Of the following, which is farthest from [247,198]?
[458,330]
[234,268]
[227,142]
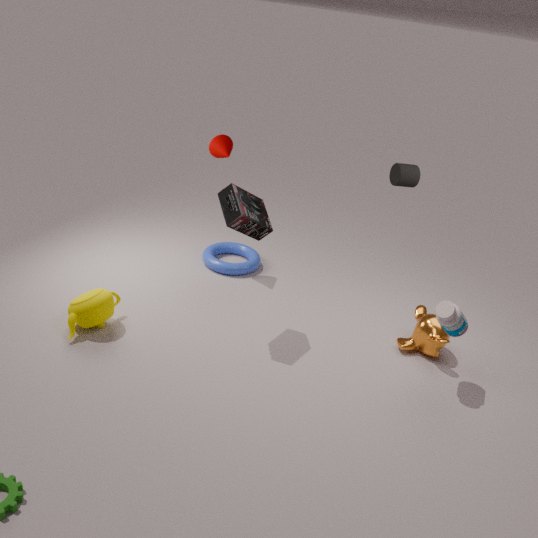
[458,330]
